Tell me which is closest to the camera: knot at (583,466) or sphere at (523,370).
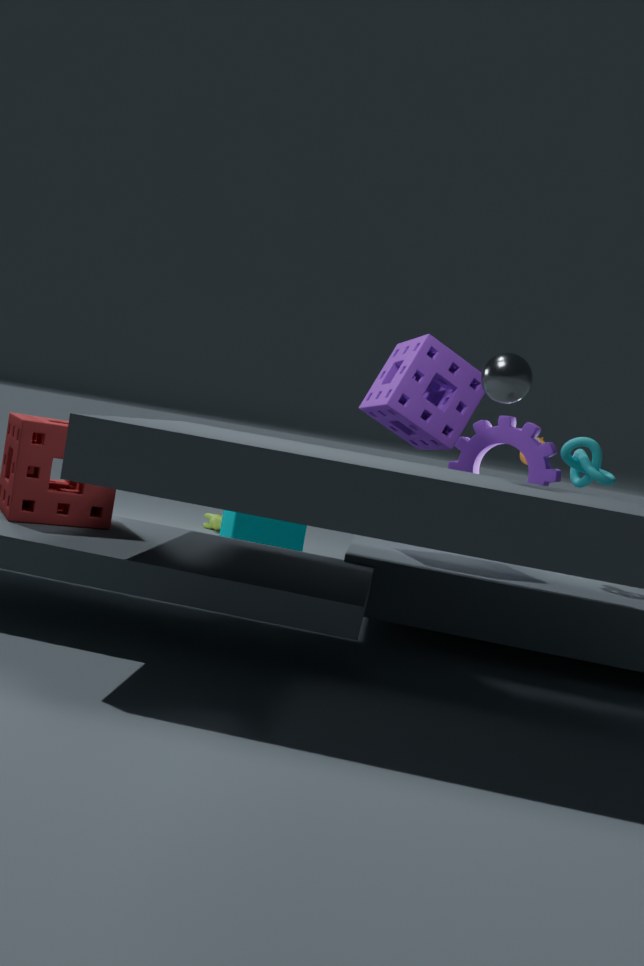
sphere at (523,370)
